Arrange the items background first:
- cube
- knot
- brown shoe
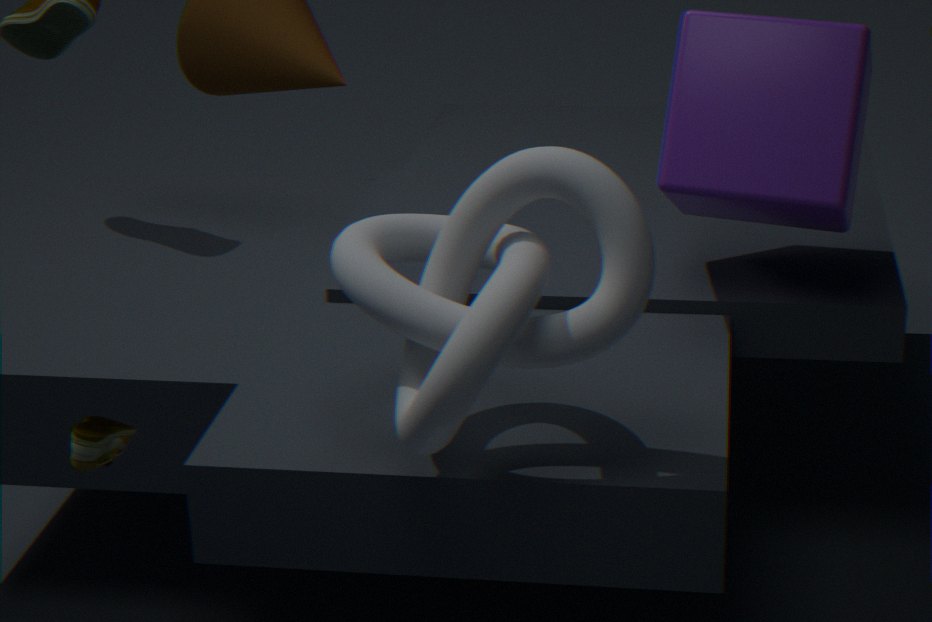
cube, brown shoe, knot
